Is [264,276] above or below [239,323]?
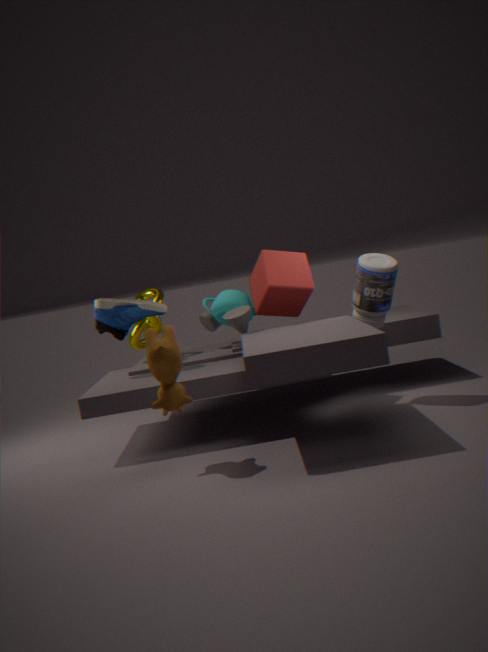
above
